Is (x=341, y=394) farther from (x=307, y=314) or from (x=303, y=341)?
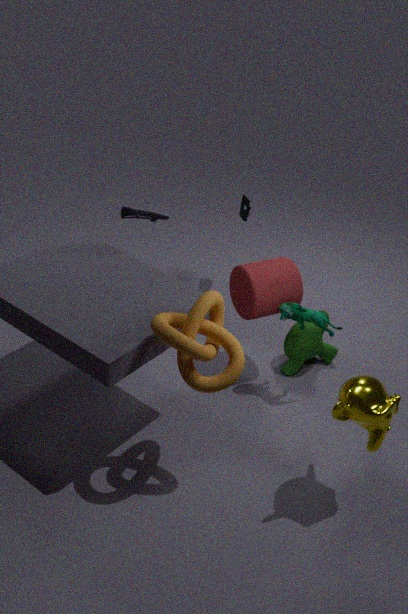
(x=303, y=341)
